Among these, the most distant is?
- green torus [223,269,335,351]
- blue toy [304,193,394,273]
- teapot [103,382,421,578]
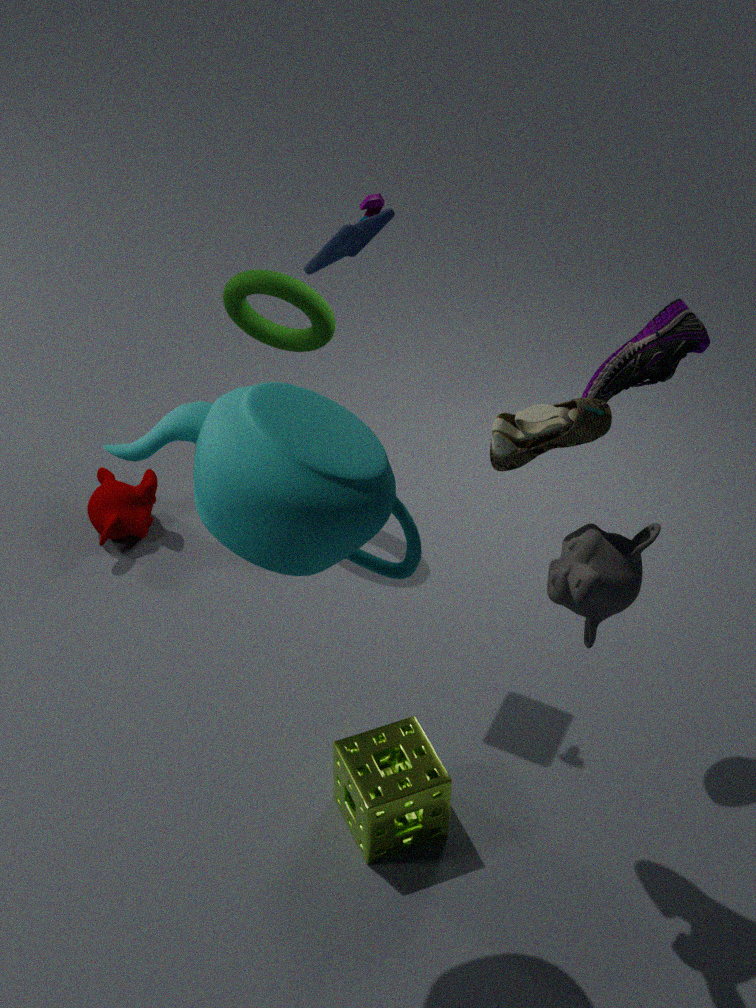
green torus [223,269,335,351]
